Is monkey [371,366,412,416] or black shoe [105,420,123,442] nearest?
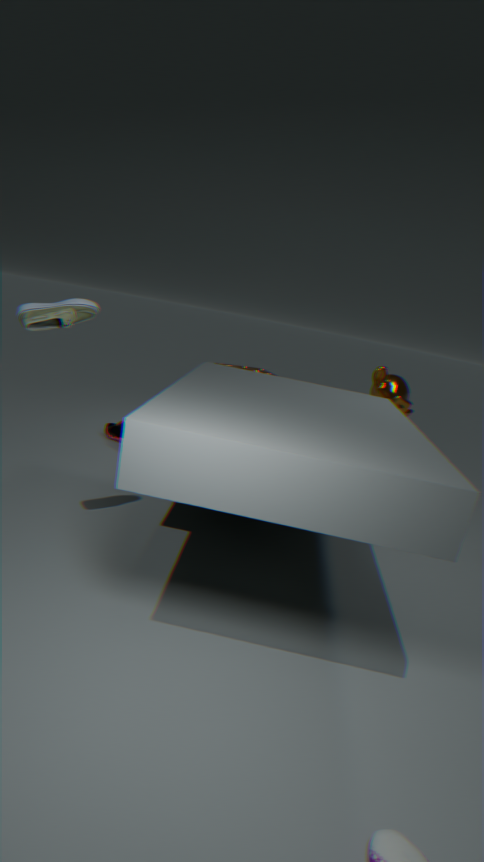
monkey [371,366,412,416]
